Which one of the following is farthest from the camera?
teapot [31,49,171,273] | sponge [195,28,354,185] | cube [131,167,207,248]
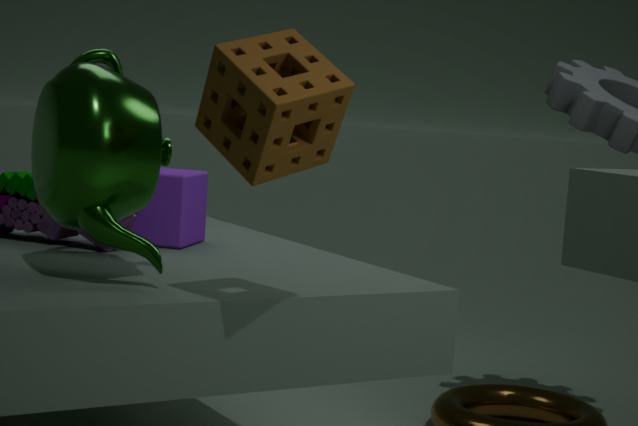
cube [131,167,207,248]
